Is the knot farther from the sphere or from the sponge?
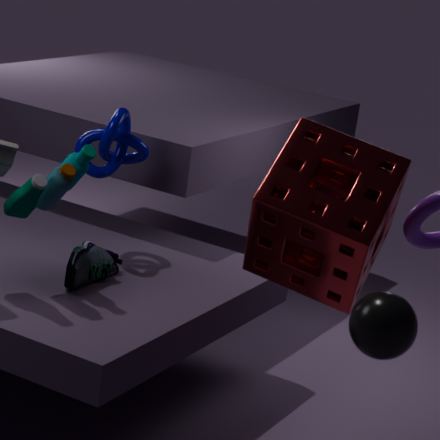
the sphere
